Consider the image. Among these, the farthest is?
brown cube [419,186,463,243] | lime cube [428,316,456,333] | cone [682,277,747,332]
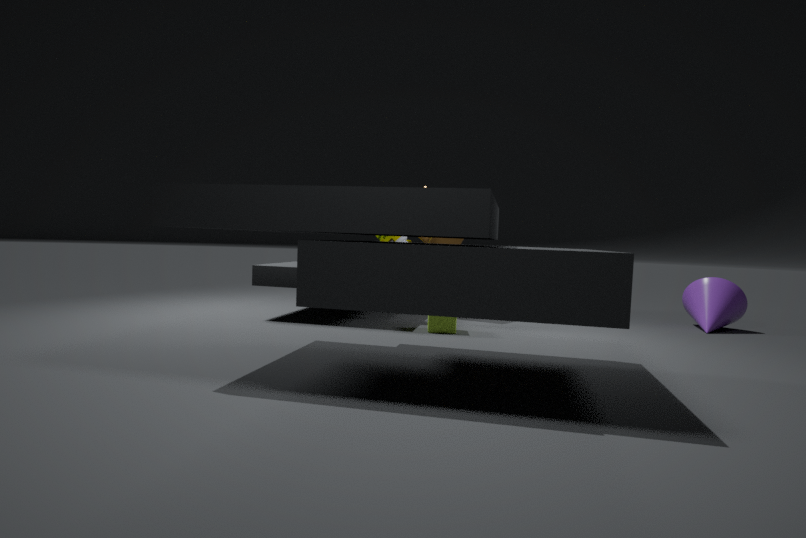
brown cube [419,186,463,243]
